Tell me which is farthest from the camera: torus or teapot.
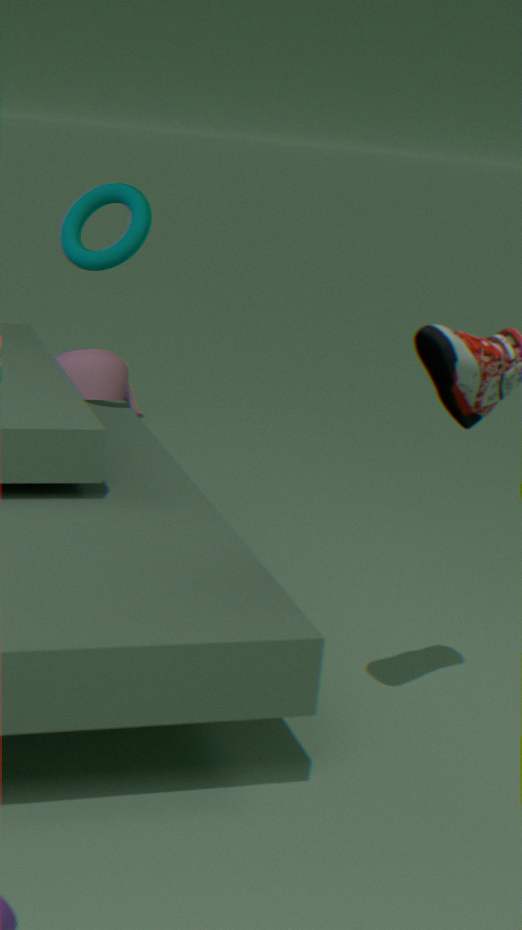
teapot
